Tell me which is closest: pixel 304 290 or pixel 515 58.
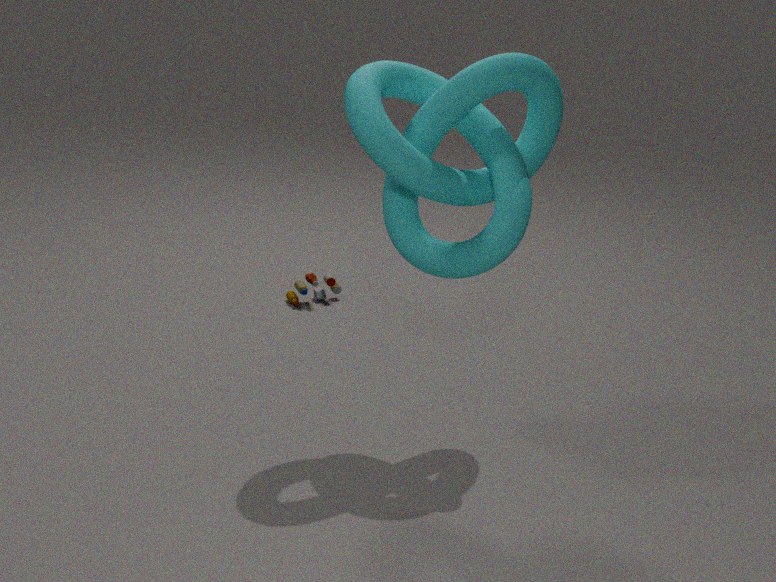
pixel 515 58
